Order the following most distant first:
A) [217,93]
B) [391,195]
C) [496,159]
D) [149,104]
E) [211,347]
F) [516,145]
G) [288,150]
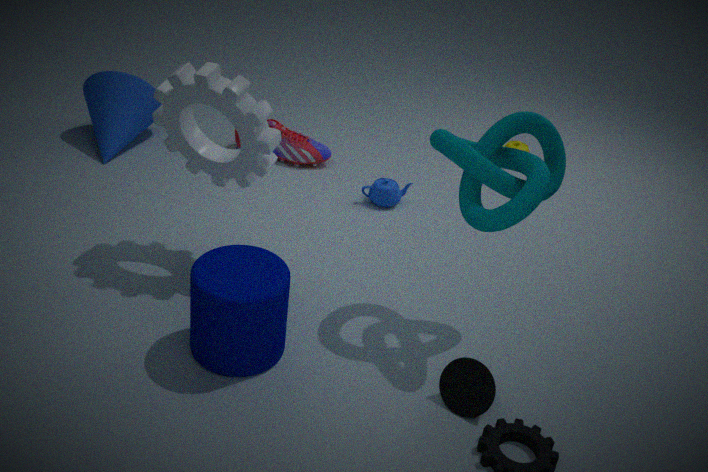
[516,145] < [288,150] < [149,104] < [391,195] < [496,159] < [217,93] < [211,347]
